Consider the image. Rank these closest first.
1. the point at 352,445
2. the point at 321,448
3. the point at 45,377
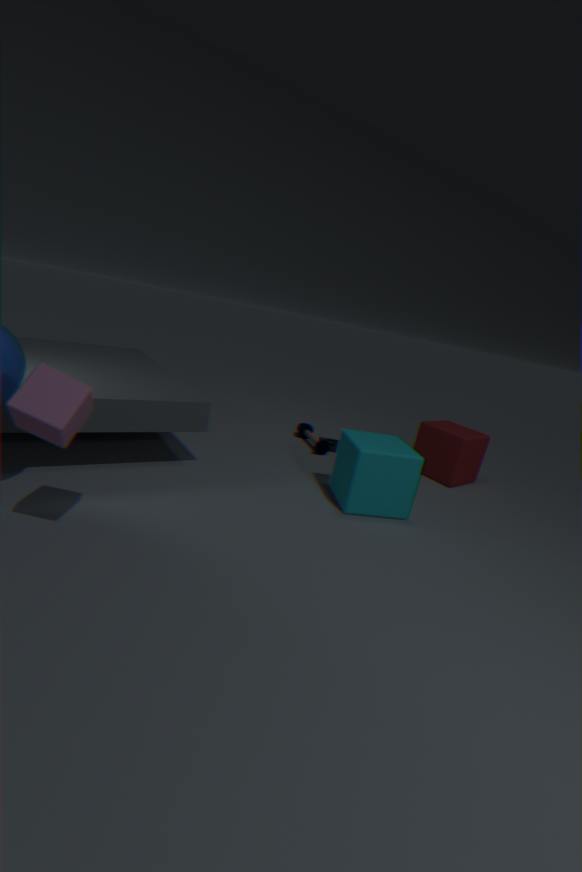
the point at 45,377, the point at 352,445, the point at 321,448
